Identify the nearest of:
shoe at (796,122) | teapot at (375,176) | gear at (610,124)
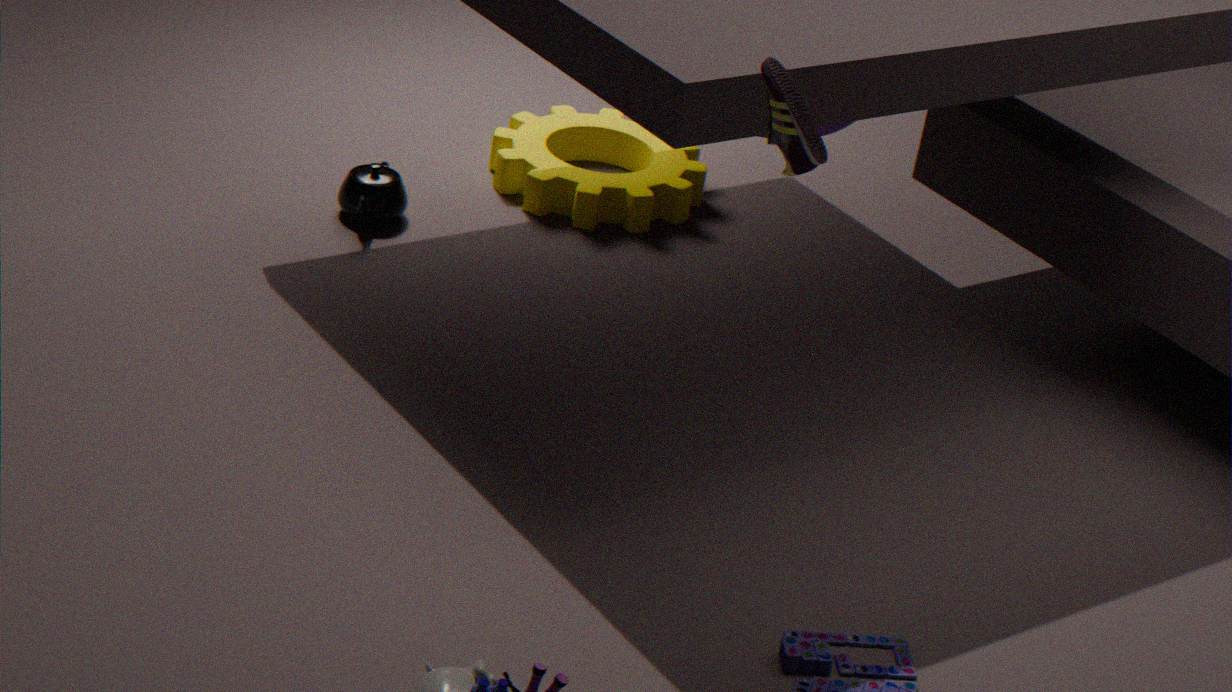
shoe at (796,122)
